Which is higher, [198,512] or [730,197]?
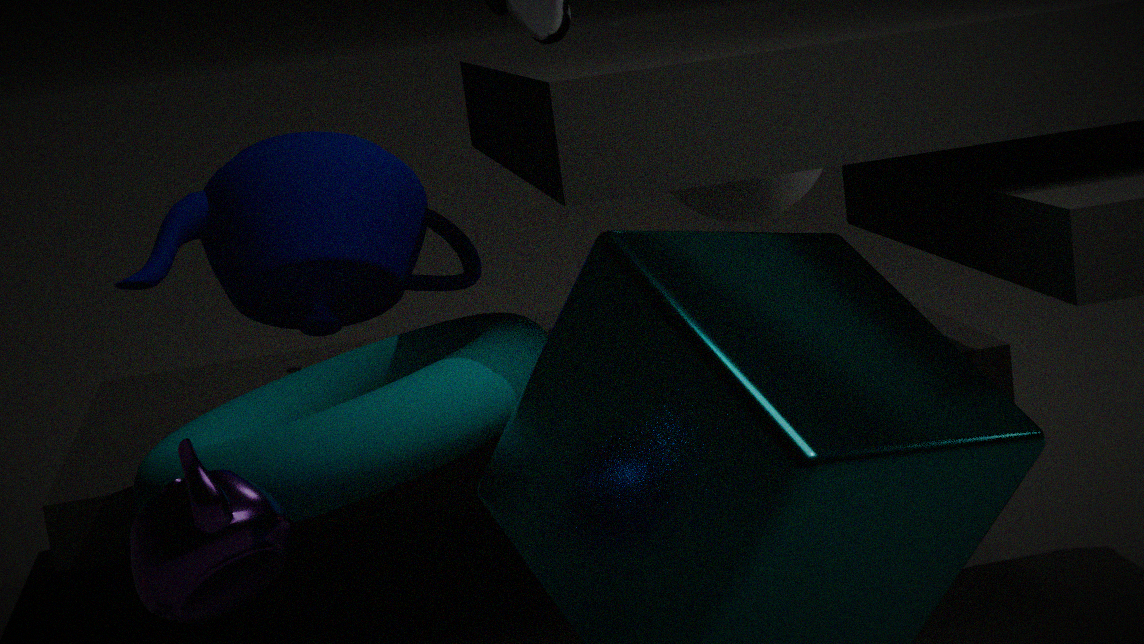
[730,197]
